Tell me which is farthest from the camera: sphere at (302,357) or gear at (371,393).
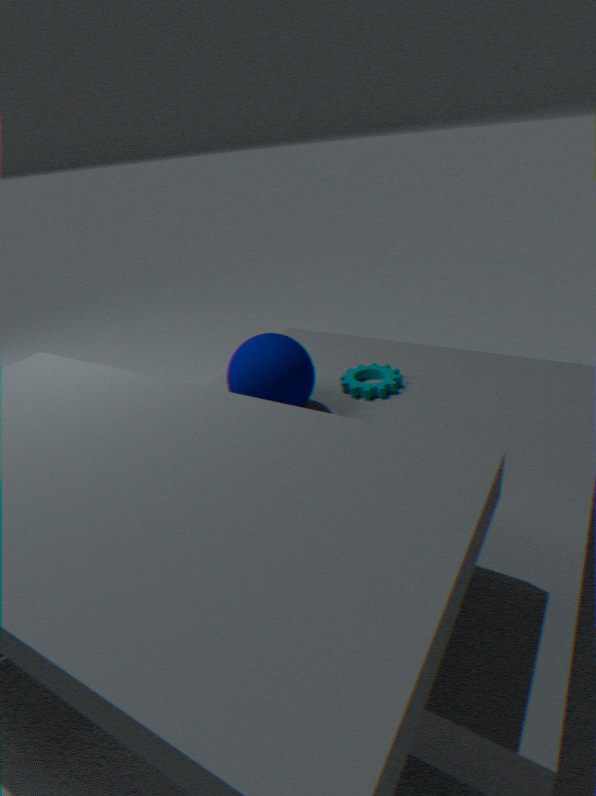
gear at (371,393)
